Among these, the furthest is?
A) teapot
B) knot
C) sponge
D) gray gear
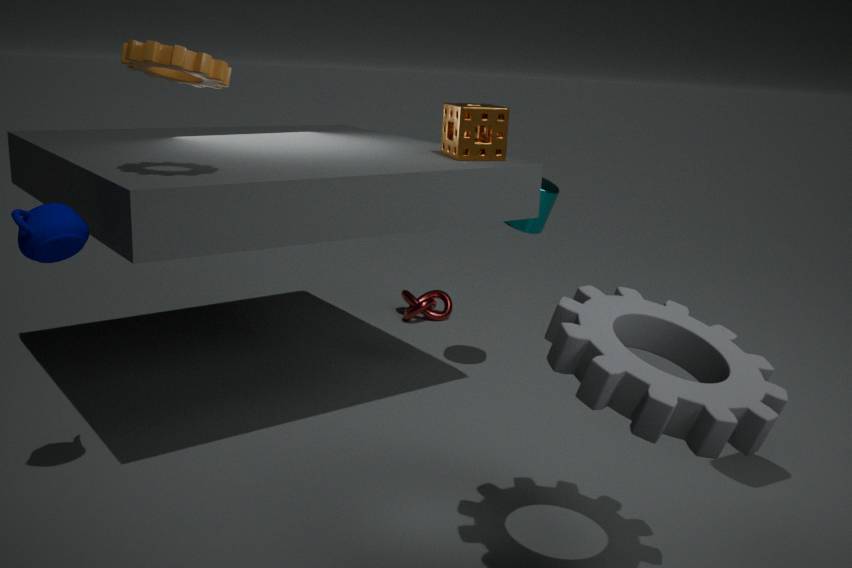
knot
